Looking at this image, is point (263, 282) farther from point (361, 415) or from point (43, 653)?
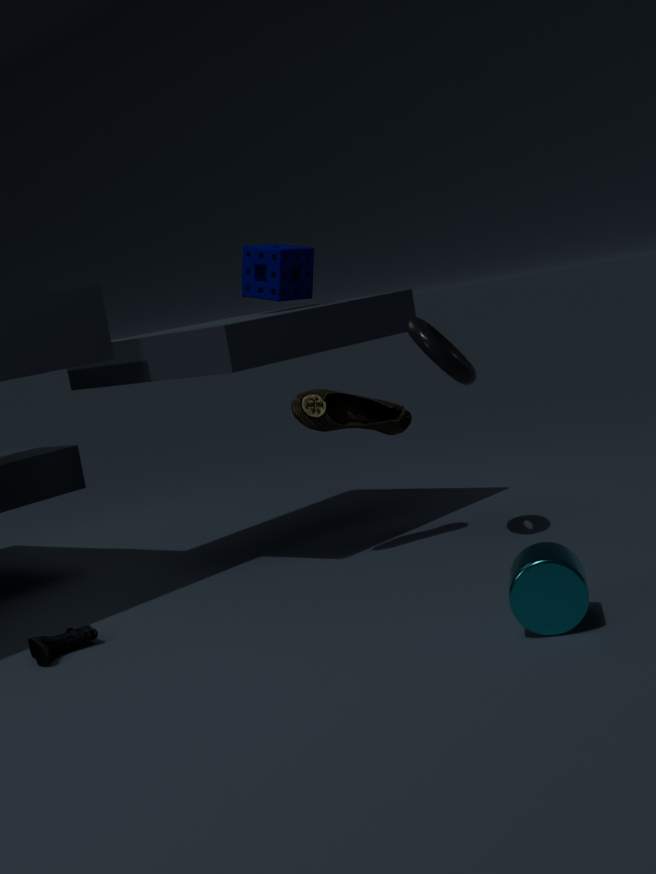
point (43, 653)
